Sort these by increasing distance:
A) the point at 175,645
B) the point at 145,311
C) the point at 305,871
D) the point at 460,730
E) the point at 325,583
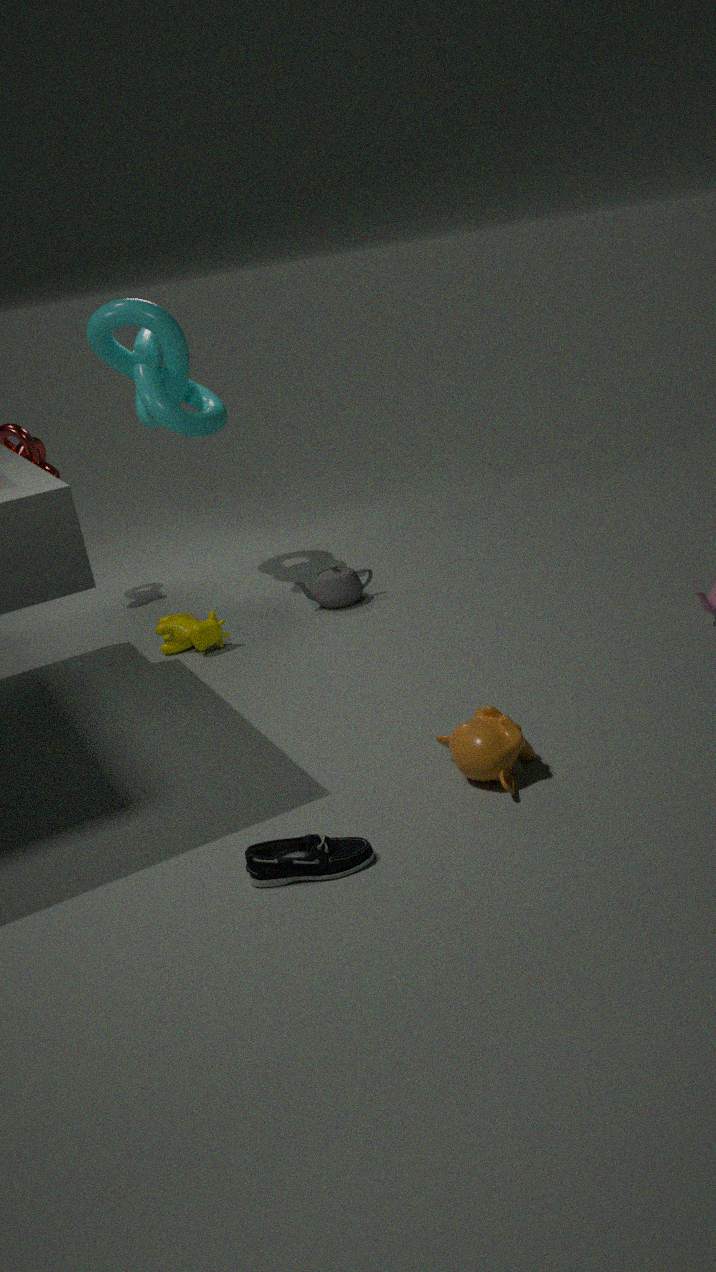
the point at 305,871
the point at 460,730
the point at 175,645
the point at 145,311
the point at 325,583
